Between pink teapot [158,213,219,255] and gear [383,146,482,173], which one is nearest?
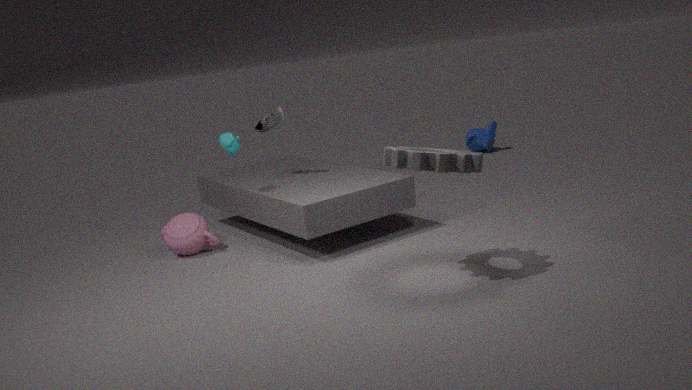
gear [383,146,482,173]
